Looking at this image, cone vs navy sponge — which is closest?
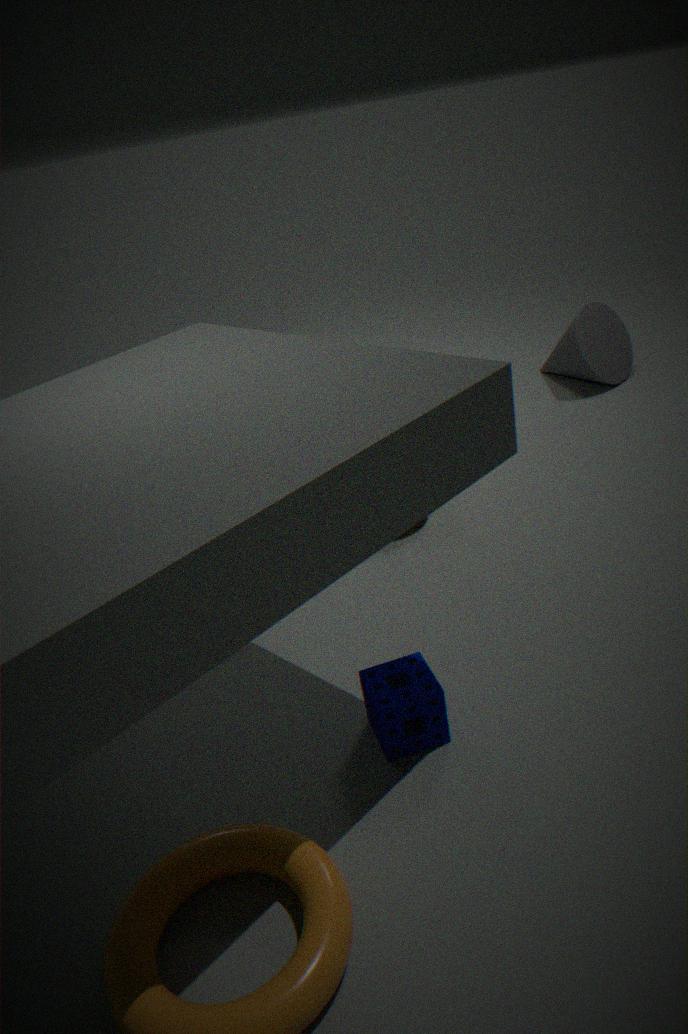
navy sponge
